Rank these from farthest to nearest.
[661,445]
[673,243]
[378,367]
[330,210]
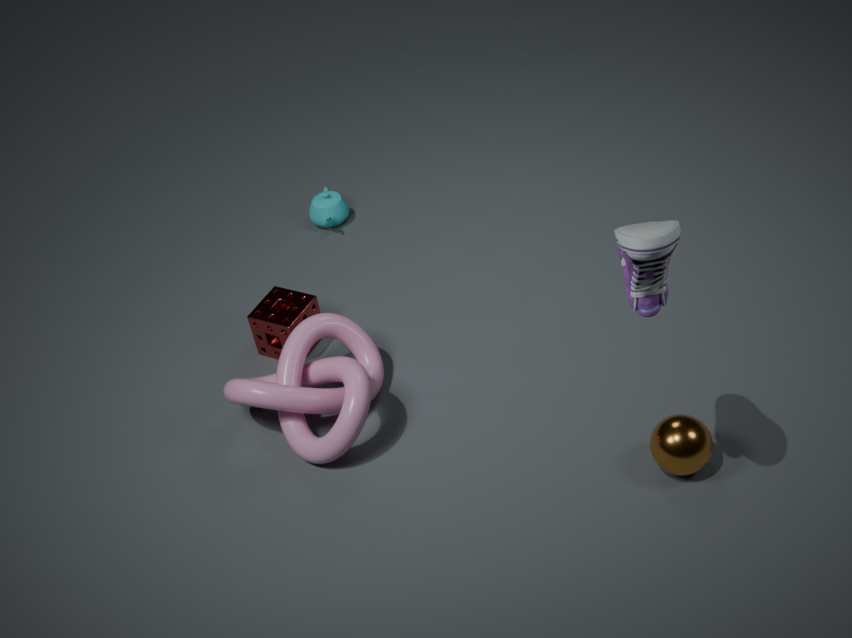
[330,210], [378,367], [661,445], [673,243]
